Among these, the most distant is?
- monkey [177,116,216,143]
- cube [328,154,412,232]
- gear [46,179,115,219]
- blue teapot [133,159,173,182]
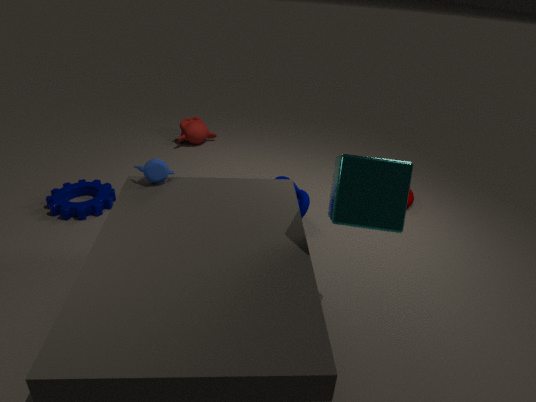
monkey [177,116,216,143]
